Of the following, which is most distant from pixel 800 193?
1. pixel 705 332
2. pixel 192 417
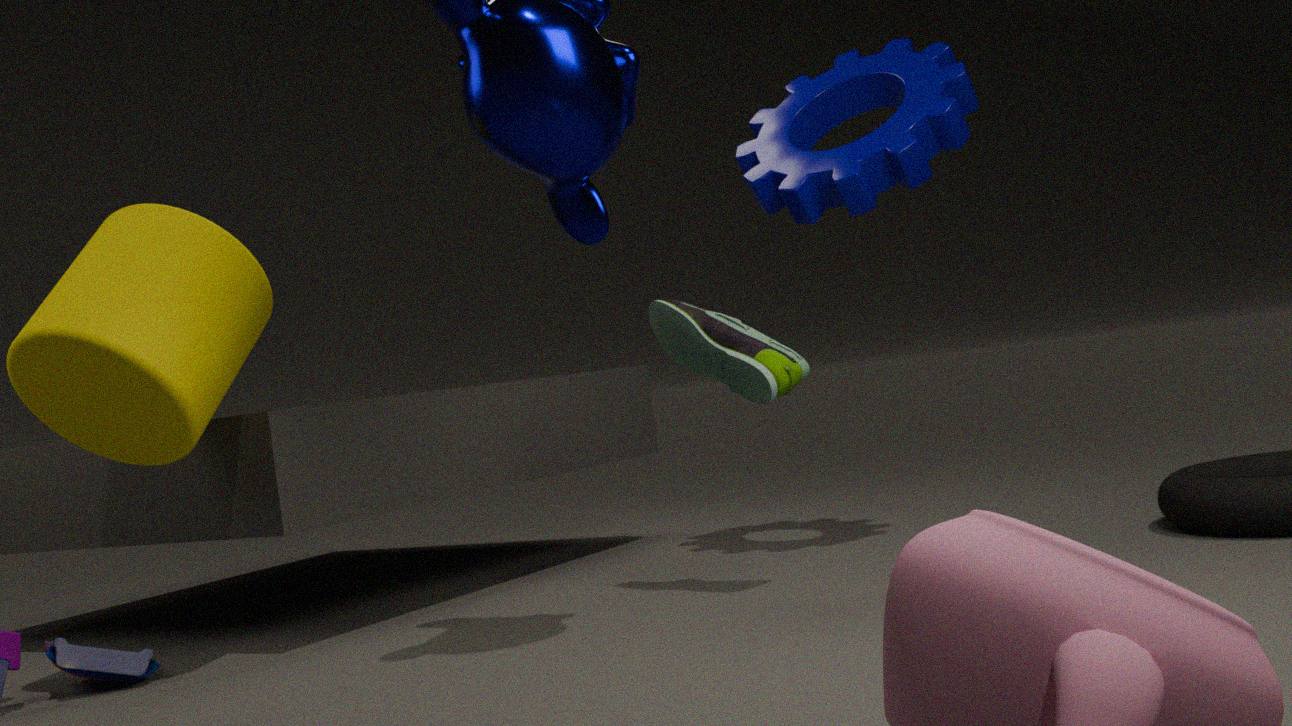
pixel 192 417
